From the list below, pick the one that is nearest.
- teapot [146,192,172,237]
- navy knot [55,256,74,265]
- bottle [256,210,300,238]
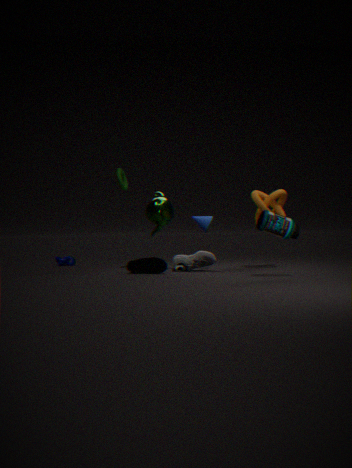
bottle [256,210,300,238]
